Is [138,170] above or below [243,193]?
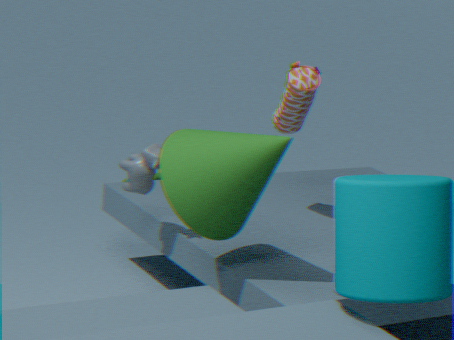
below
